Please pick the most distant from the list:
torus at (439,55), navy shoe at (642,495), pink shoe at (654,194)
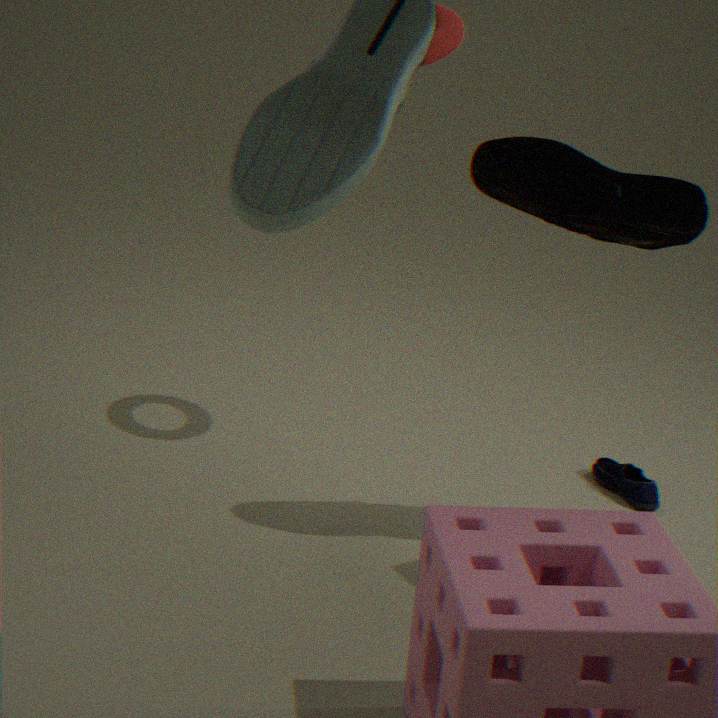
navy shoe at (642,495)
